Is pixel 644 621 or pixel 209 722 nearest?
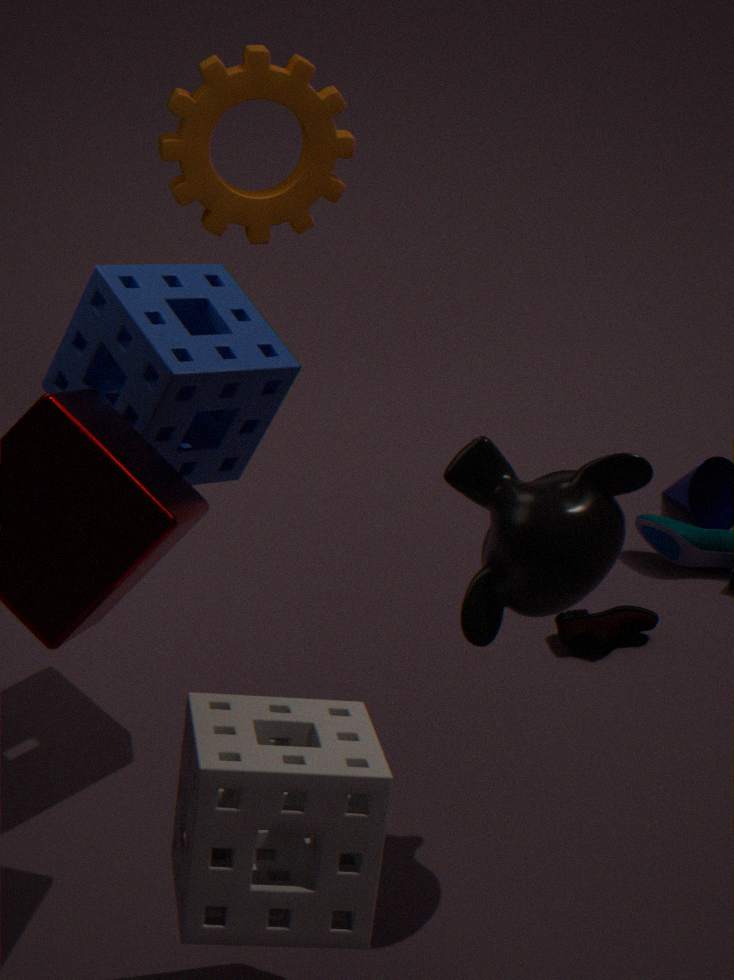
pixel 209 722
